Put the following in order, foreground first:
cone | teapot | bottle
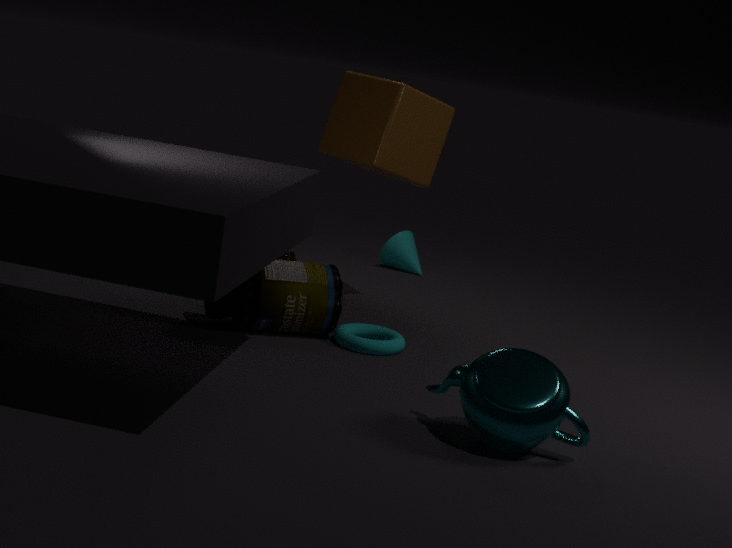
teapot
bottle
cone
